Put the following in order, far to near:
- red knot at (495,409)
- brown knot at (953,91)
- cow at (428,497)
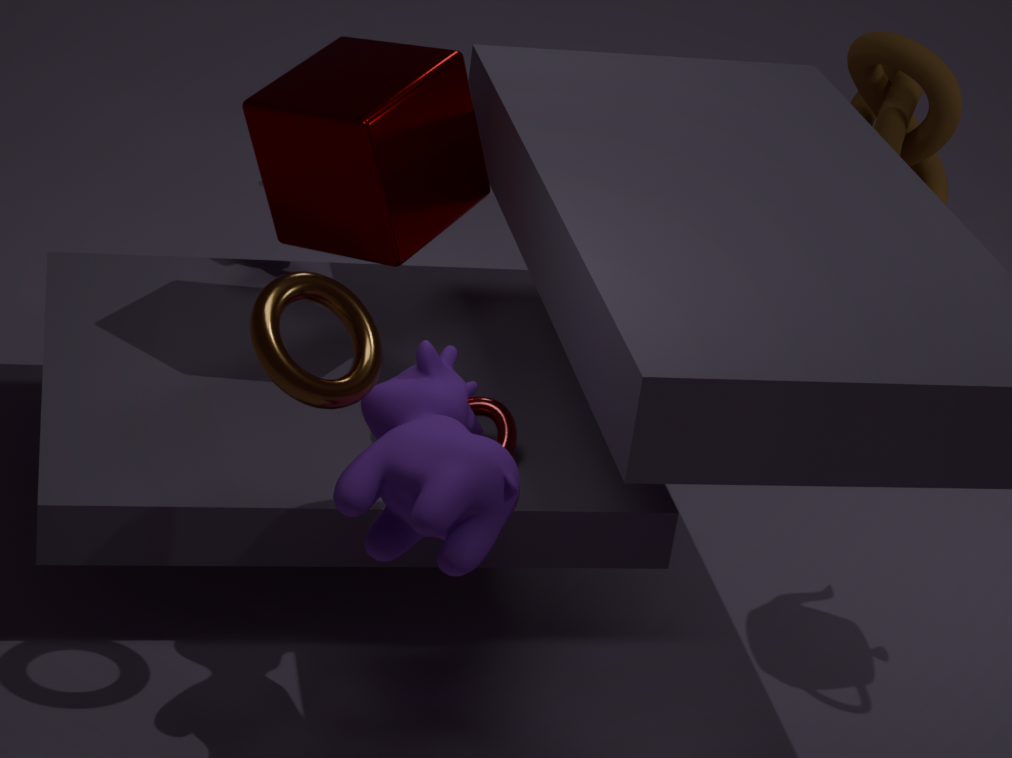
brown knot at (953,91) → red knot at (495,409) → cow at (428,497)
